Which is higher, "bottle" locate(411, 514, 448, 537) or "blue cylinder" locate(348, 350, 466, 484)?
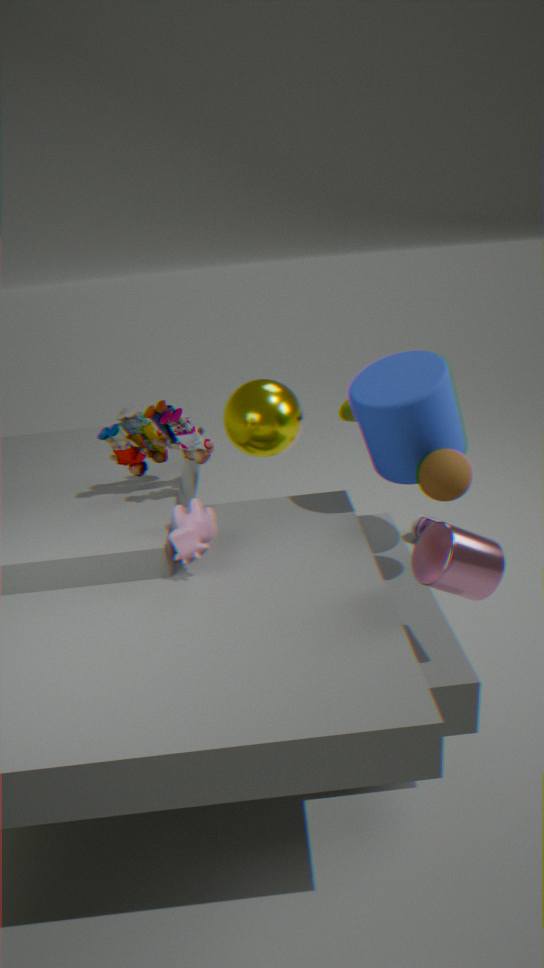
"blue cylinder" locate(348, 350, 466, 484)
